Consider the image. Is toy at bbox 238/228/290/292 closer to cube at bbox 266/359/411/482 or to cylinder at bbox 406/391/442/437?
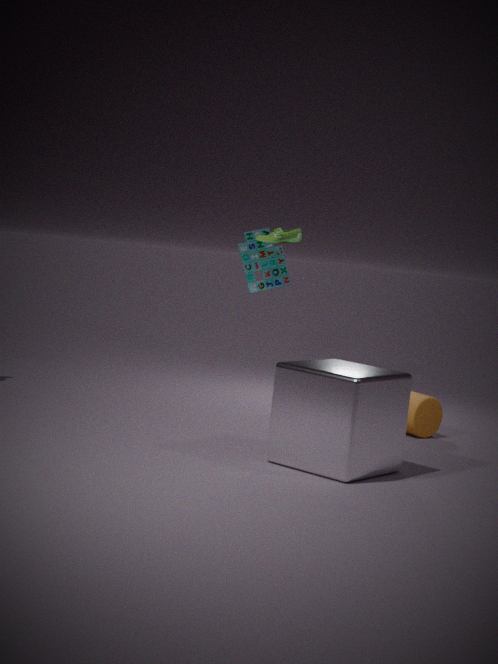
cylinder at bbox 406/391/442/437
